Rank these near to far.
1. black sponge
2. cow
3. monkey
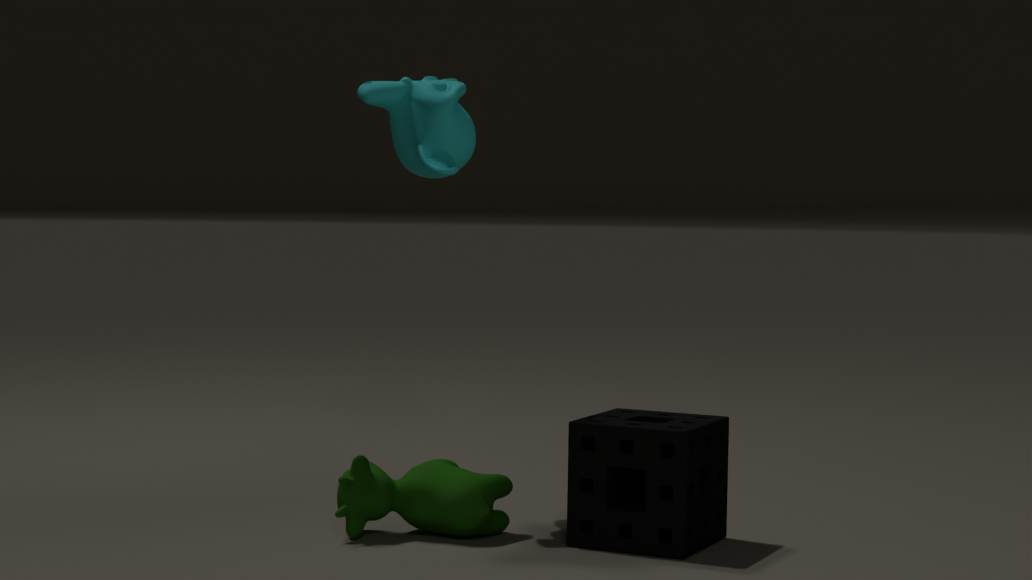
black sponge, cow, monkey
